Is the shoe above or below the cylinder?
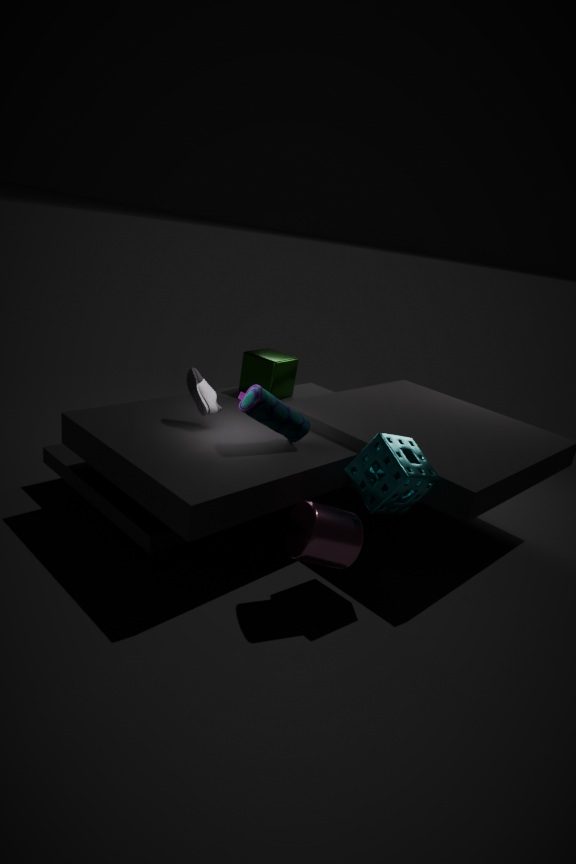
above
